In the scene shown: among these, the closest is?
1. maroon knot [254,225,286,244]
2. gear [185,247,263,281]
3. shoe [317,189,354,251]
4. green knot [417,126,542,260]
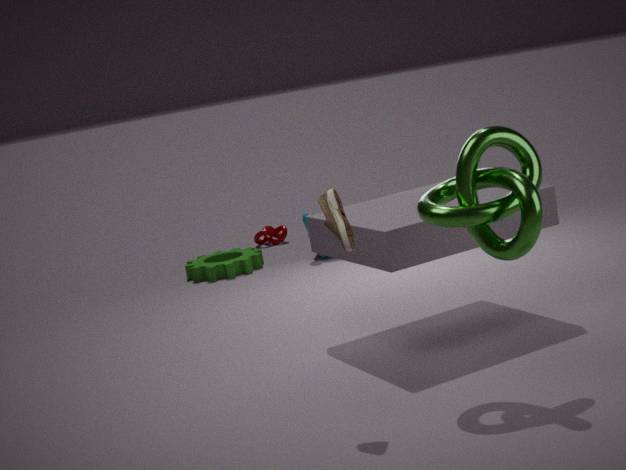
green knot [417,126,542,260]
